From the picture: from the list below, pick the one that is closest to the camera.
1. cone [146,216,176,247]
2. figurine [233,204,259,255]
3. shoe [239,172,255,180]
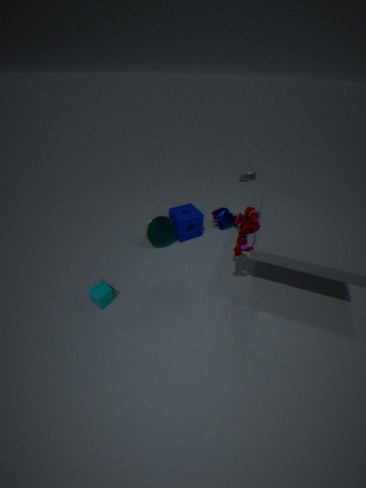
figurine [233,204,259,255]
